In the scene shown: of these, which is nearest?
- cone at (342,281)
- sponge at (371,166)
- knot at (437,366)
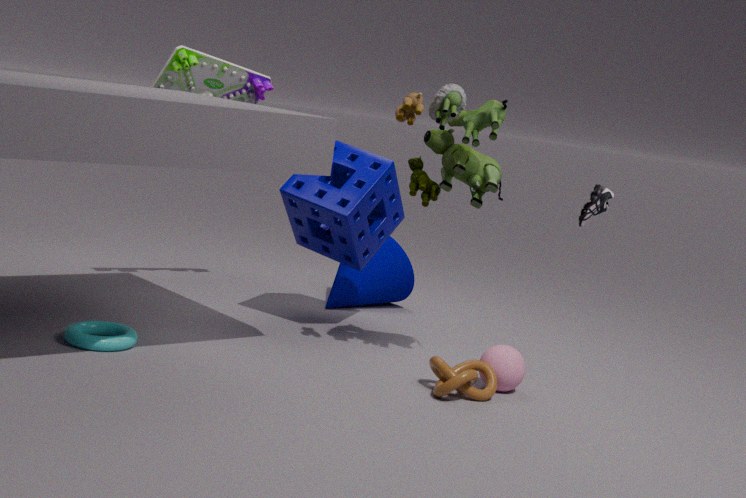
knot at (437,366)
